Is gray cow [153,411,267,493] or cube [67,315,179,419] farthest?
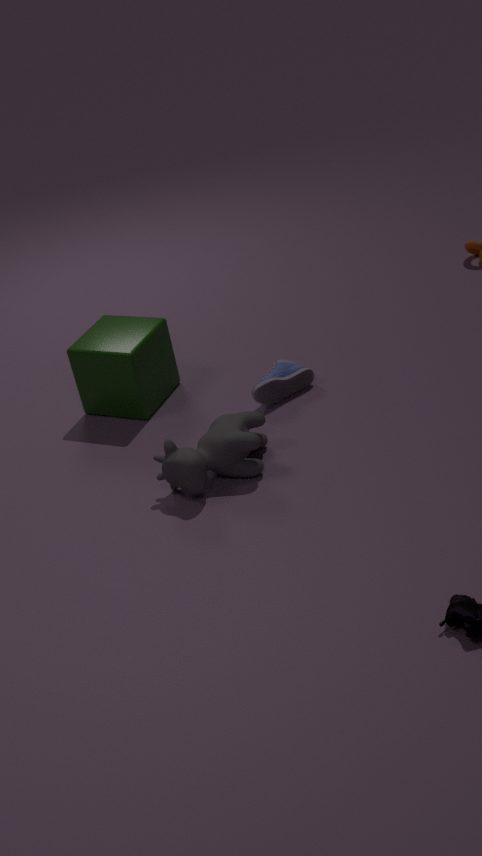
cube [67,315,179,419]
